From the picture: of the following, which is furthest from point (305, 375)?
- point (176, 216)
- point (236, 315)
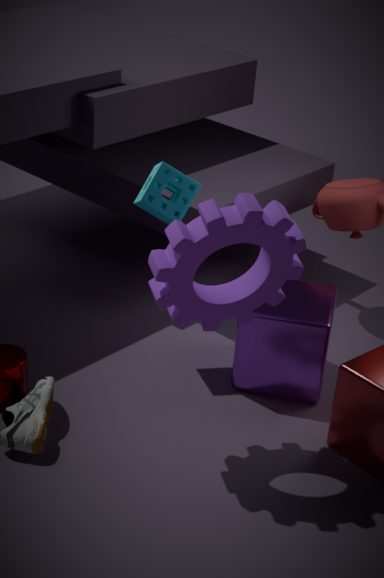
point (176, 216)
